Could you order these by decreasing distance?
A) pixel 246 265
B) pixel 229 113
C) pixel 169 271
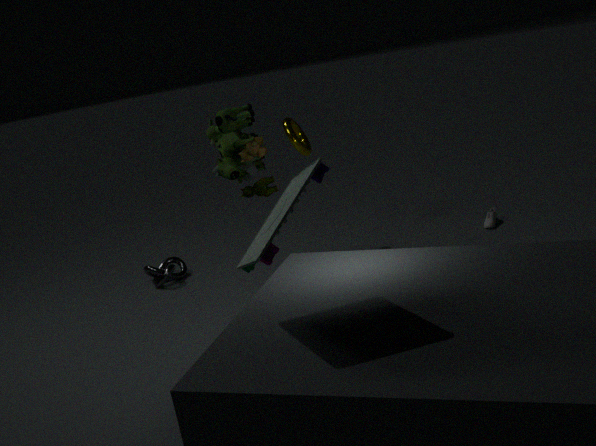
pixel 169 271 → pixel 229 113 → pixel 246 265
